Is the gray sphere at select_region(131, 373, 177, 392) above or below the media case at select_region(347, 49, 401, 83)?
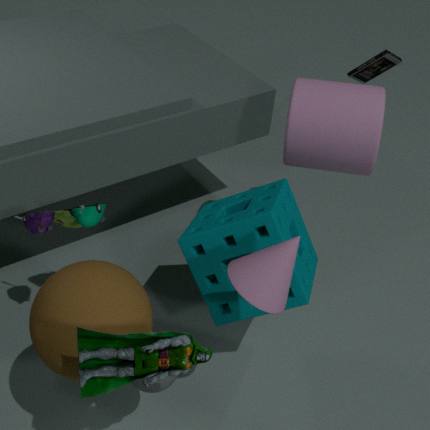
below
